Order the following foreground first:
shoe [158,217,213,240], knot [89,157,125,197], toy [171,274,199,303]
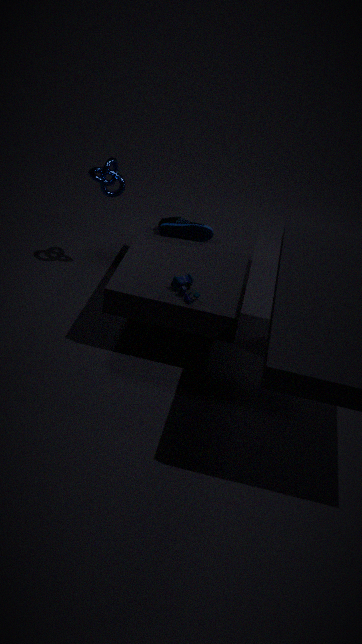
toy [171,274,199,303] → knot [89,157,125,197] → shoe [158,217,213,240]
